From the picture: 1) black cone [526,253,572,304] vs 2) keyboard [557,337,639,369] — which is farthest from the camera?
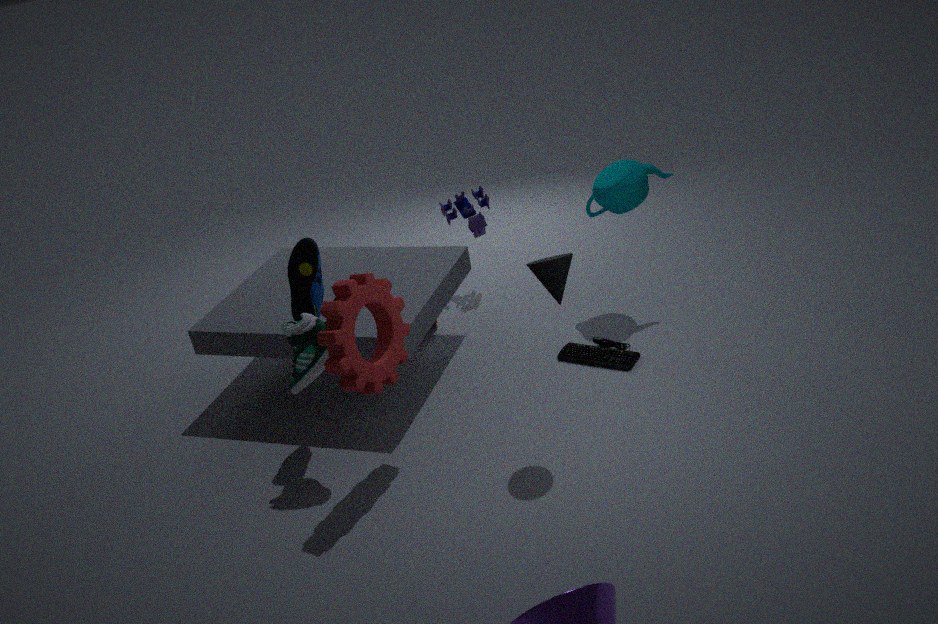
2. keyboard [557,337,639,369]
